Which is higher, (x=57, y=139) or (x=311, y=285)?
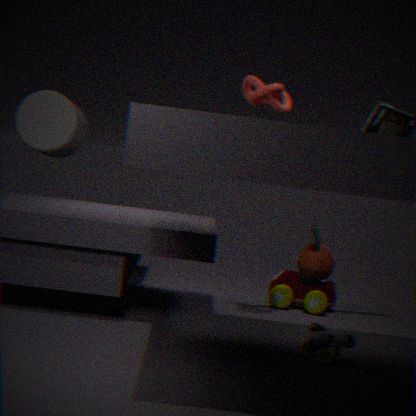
(x=57, y=139)
